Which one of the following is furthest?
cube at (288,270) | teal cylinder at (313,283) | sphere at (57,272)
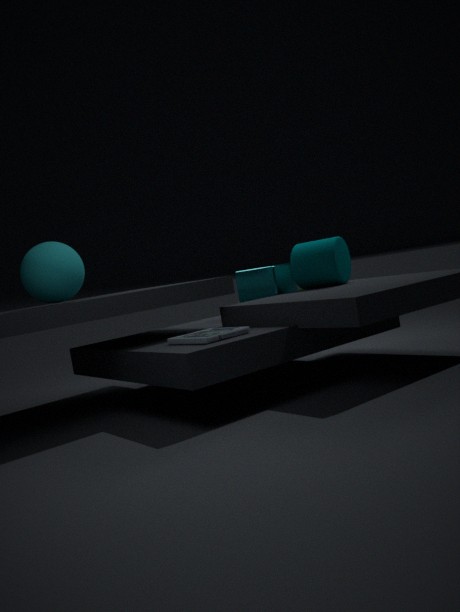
cube at (288,270)
